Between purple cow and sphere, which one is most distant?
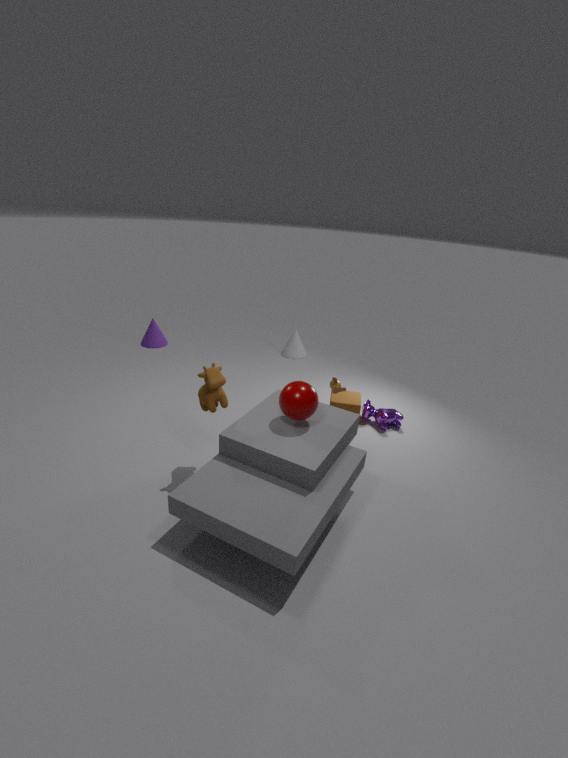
purple cow
